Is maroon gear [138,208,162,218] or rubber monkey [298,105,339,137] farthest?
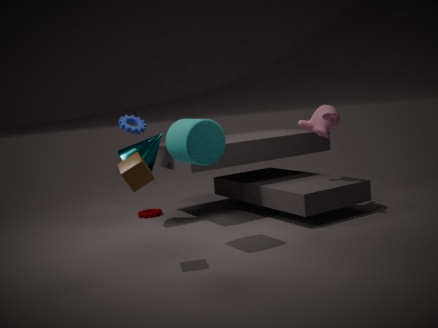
maroon gear [138,208,162,218]
